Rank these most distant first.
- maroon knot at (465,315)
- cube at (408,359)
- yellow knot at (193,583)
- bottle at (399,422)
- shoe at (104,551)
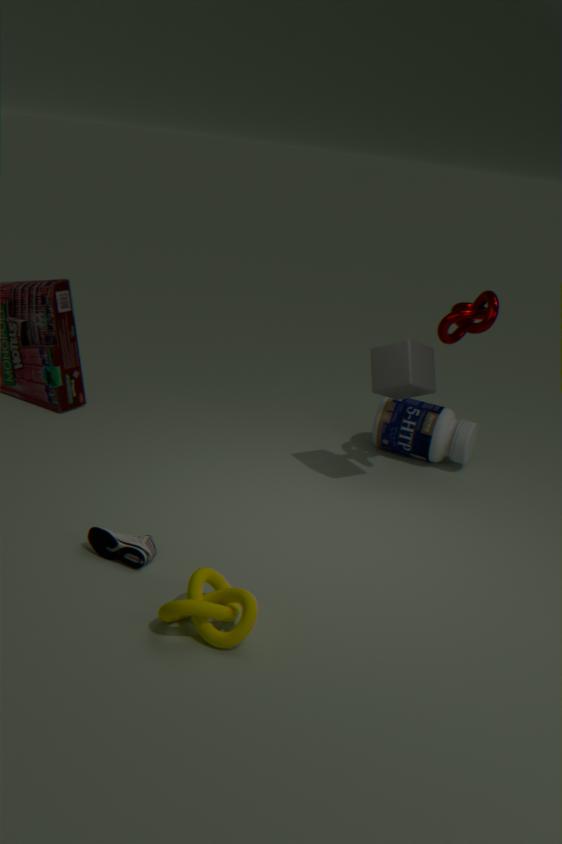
bottle at (399,422) → cube at (408,359) → maroon knot at (465,315) → shoe at (104,551) → yellow knot at (193,583)
